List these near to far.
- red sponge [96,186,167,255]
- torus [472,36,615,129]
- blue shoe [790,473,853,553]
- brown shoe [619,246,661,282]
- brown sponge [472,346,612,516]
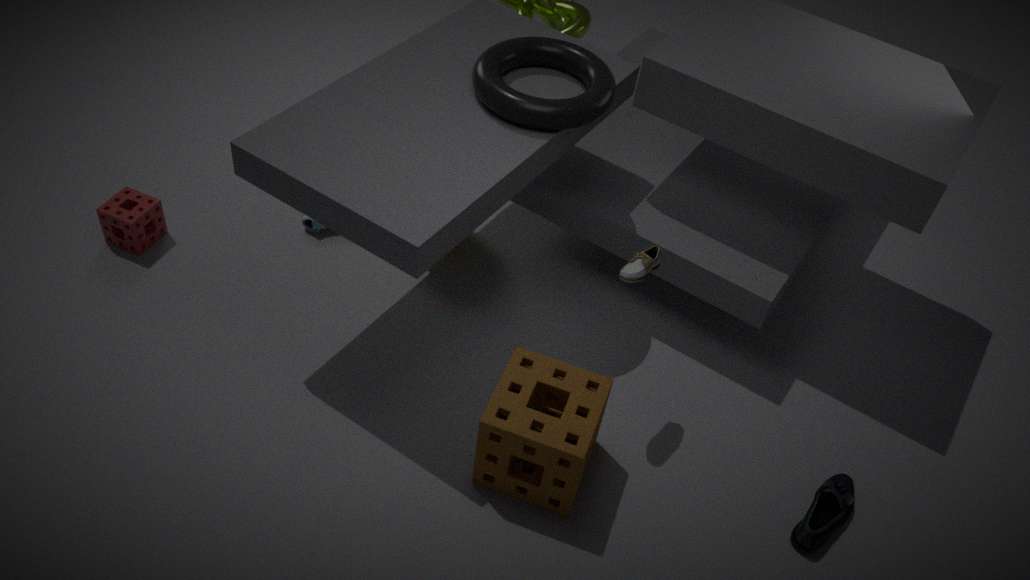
1. brown sponge [472,346,612,516]
2. brown shoe [619,246,661,282]
3. blue shoe [790,473,853,553]
4. torus [472,36,615,129]
5. red sponge [96,186,167,255]
